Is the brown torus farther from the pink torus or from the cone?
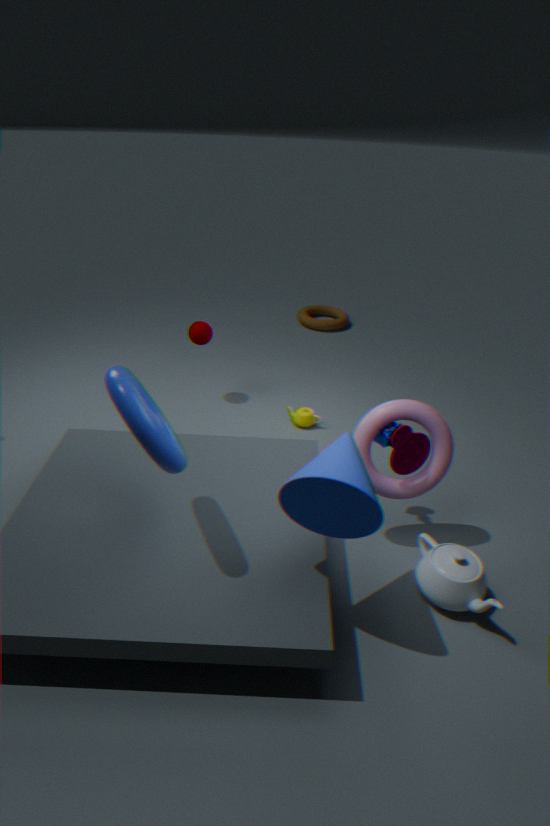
the cone
